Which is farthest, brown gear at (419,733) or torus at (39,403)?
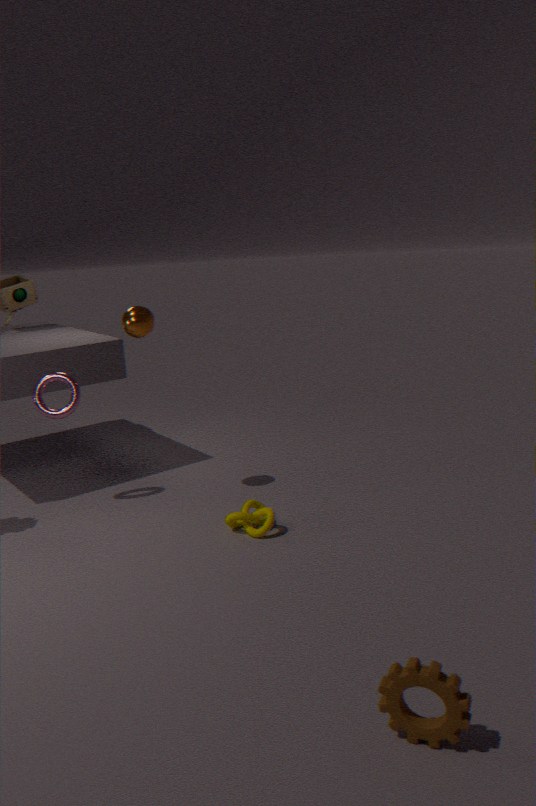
torus at (39,403)
